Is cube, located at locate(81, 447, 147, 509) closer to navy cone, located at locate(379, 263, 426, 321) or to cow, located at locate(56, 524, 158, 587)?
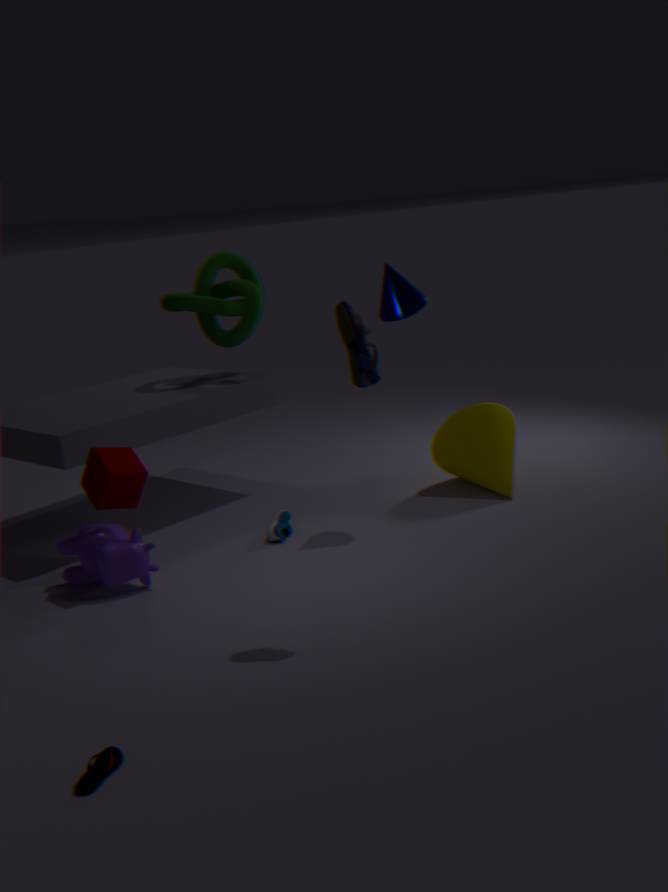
cow, located at locate(56, 524, 158, 587)
